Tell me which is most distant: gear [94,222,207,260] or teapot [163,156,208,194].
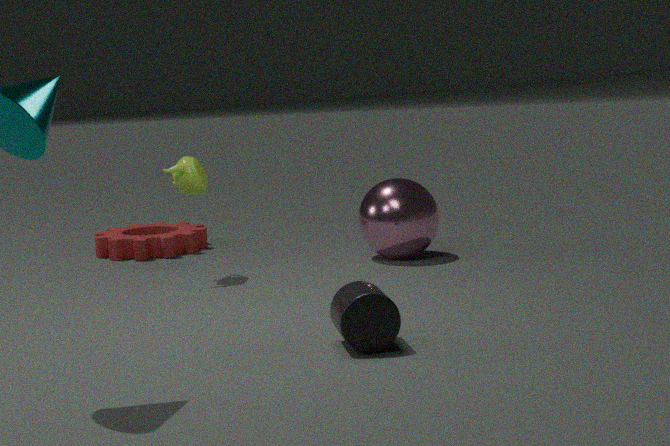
gear [94,222,207,260]
